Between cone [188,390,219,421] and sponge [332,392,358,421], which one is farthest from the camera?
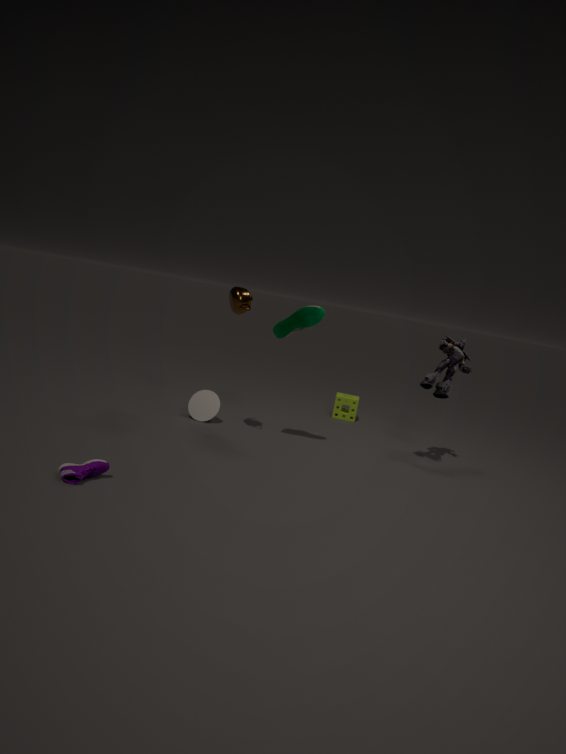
sponge [332,392,358,421]
